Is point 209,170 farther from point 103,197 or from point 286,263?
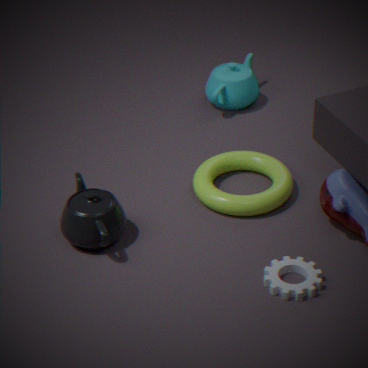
point 103,197
